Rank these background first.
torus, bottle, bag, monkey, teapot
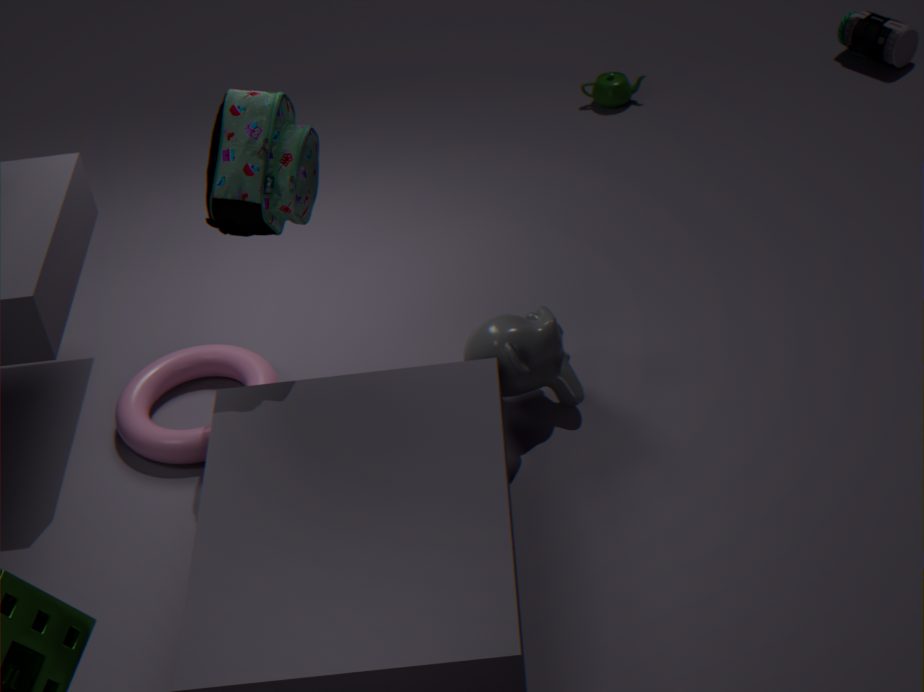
teapot → bottle → torus → monkey → bag
